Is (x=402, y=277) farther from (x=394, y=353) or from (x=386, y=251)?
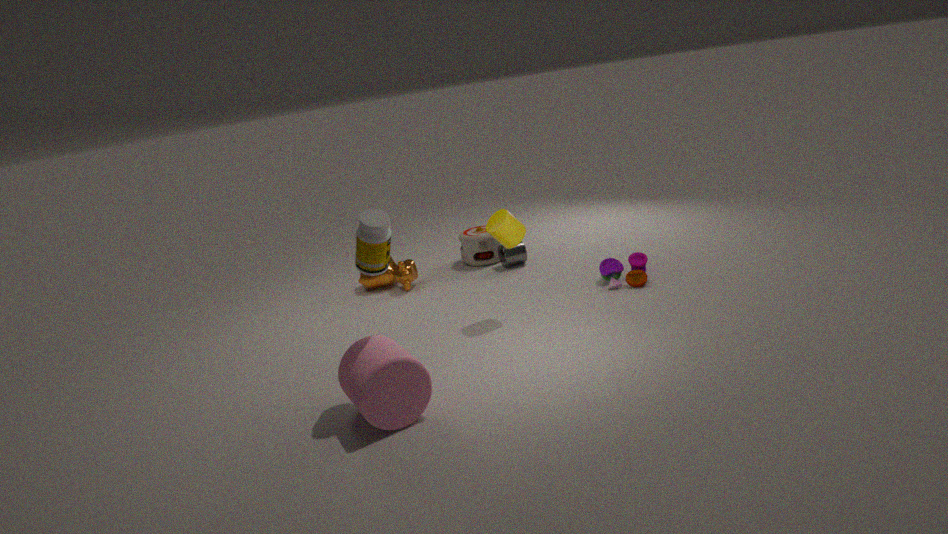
(x=394, y=353)
